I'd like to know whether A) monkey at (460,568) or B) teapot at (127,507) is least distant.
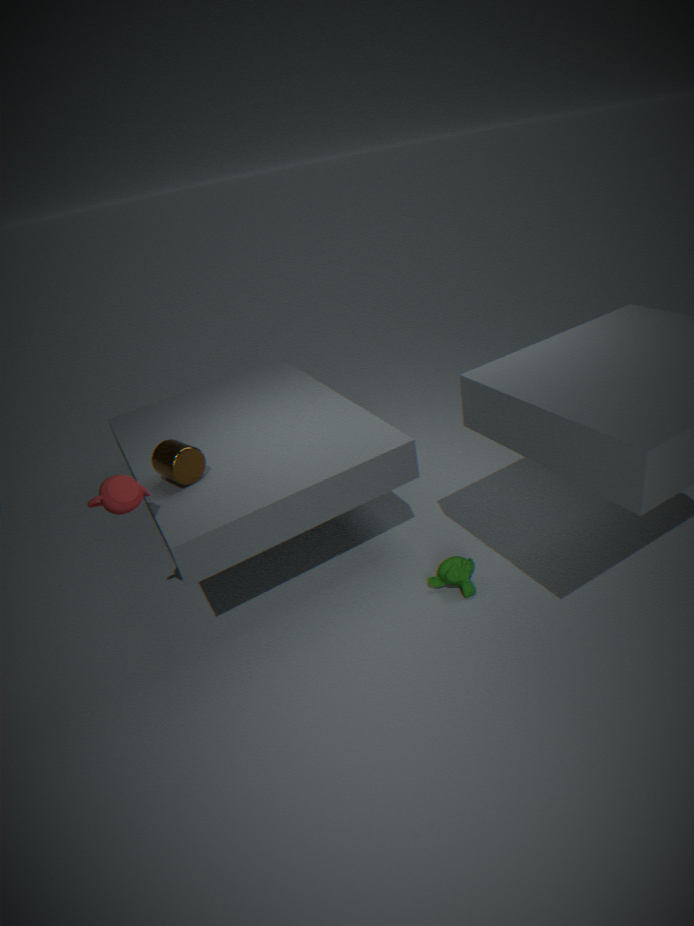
B. teapot at (127,507)
